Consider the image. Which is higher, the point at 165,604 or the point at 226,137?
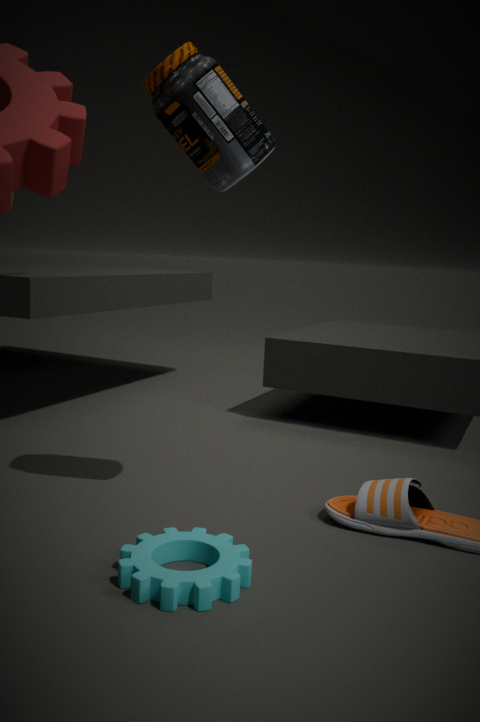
the point at 226,137
